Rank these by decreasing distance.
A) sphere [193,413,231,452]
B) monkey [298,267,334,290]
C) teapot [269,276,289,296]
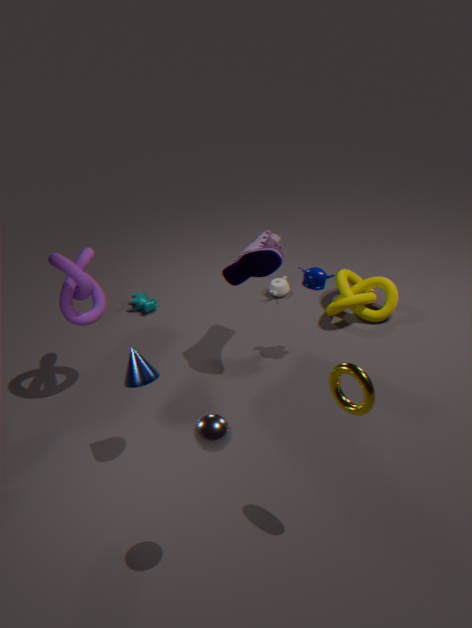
teapot [269,276,289,296] < monkey [298,267,334,290] < sphere [193,413,231,452]
